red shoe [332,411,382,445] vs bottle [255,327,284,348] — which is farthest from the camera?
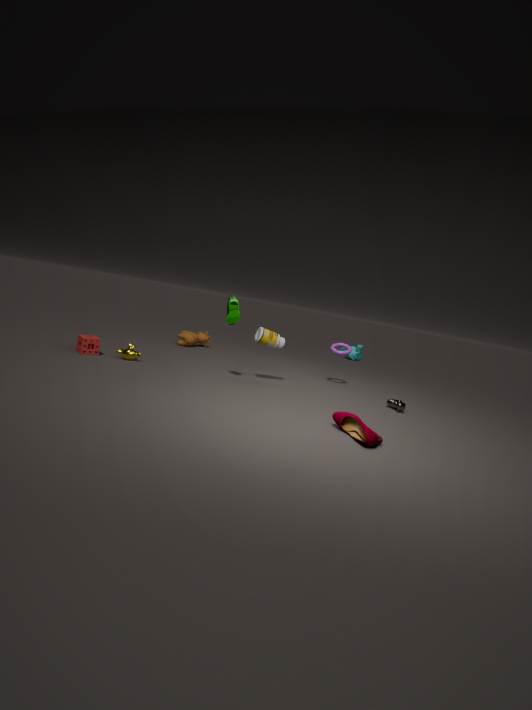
bottle [255,327,284,348]
